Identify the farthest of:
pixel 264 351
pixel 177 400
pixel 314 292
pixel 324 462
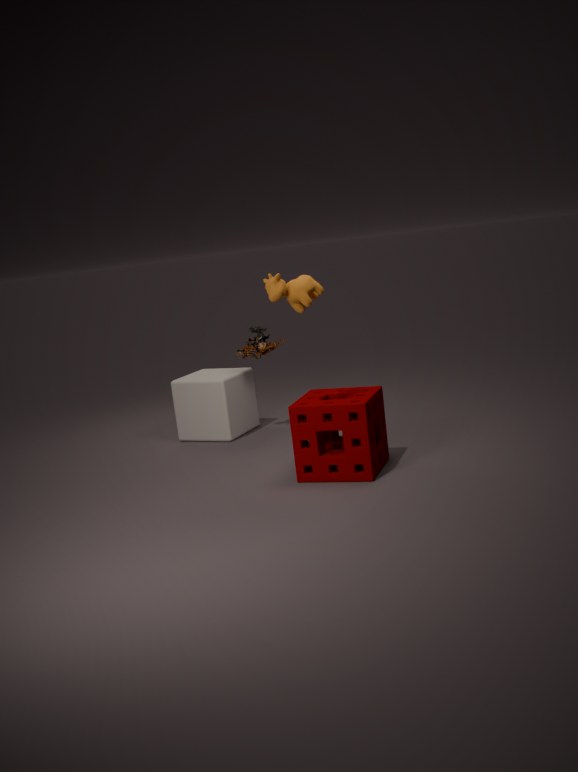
pixel 177 400
